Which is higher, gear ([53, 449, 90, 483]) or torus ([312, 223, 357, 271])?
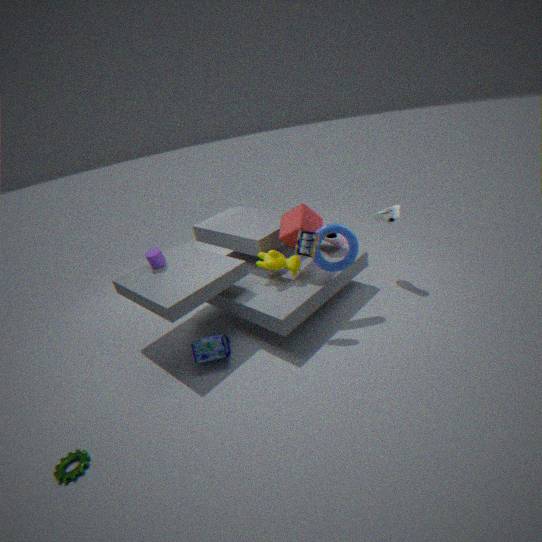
torus ([312, 223, 357, 271])
